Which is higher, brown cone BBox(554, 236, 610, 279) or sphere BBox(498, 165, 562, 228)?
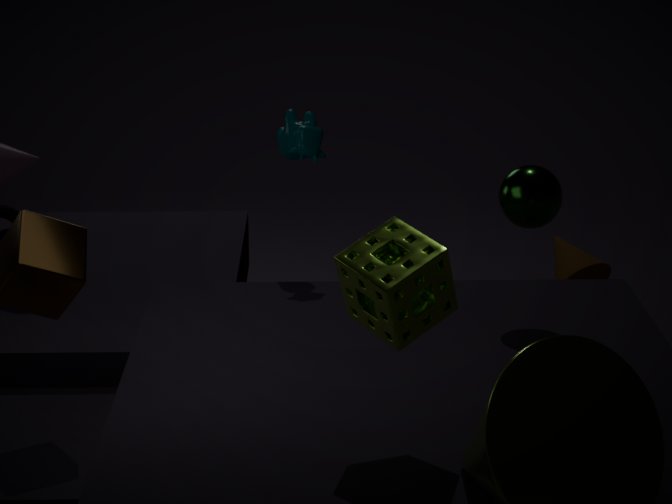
sphere BBox(498, 165, 562, 228)
